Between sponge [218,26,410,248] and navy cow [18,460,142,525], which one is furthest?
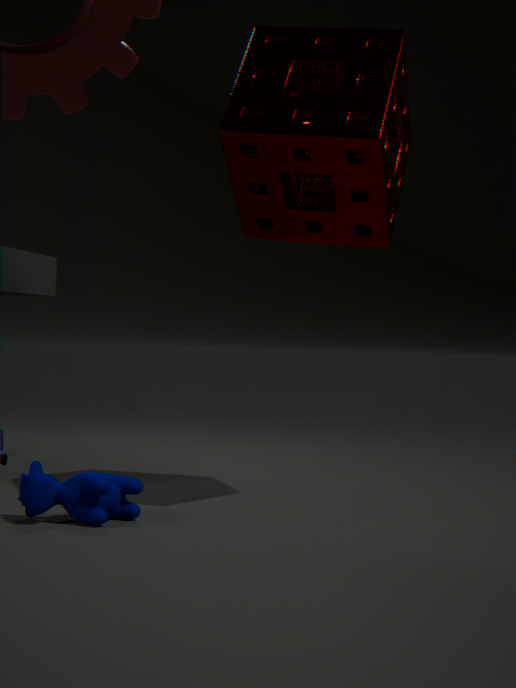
sponge [218,26,410,248]
